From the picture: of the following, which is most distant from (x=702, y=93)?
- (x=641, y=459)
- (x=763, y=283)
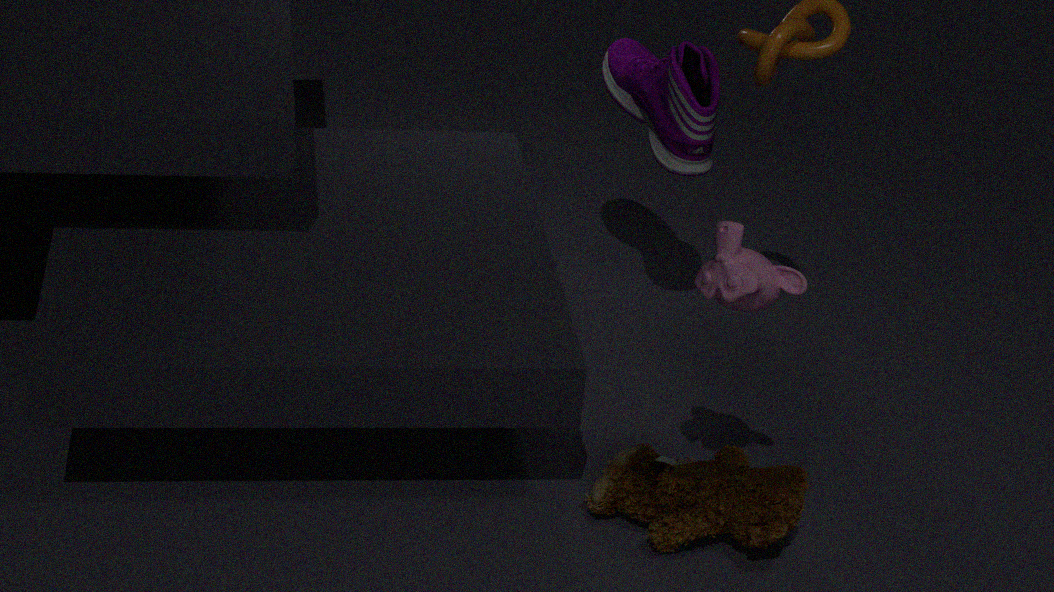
(x=641, y=459)
